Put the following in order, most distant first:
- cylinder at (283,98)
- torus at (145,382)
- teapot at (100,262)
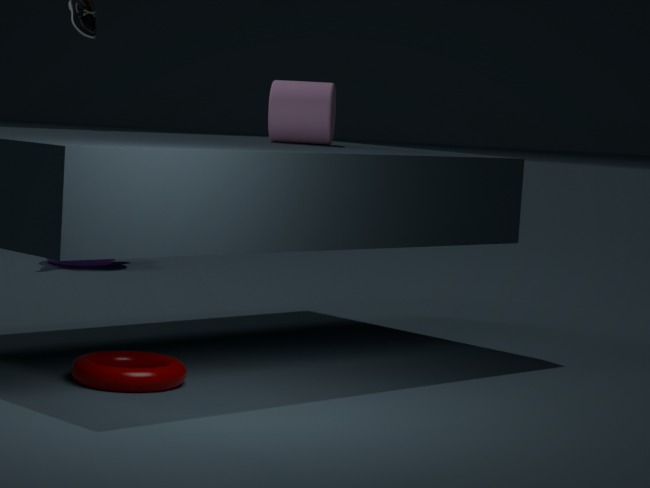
teapot at (100,262) → cylinder at (283,98) → torus at (145,382)
